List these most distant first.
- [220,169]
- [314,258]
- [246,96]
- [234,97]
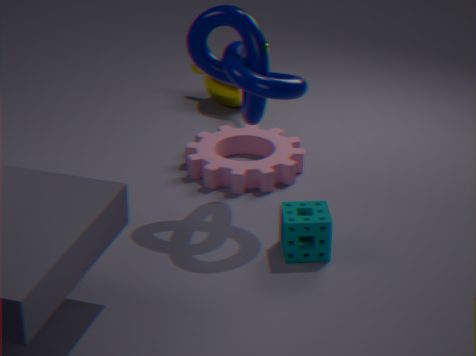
[234,97], [220,169], [246,96], [314,258]
